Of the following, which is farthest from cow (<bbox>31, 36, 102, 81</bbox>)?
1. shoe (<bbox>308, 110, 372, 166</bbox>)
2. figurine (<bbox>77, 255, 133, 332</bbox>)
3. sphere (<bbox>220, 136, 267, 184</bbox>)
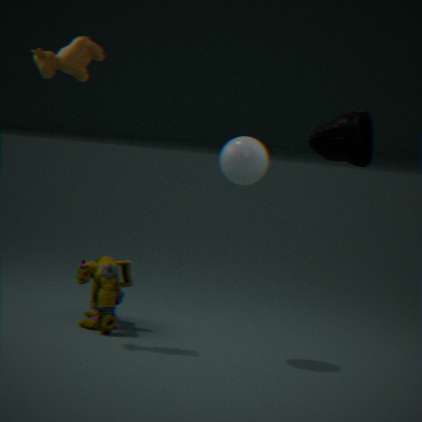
shoe (<bbox>308, 110, 372, 166</bbox>)
